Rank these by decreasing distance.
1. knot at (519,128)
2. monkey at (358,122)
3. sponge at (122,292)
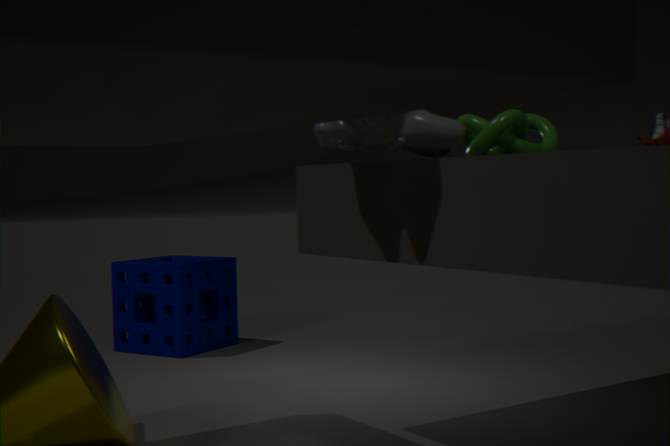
sponge at (122,292) → knot at (519,128) → monkey at (358,122)
